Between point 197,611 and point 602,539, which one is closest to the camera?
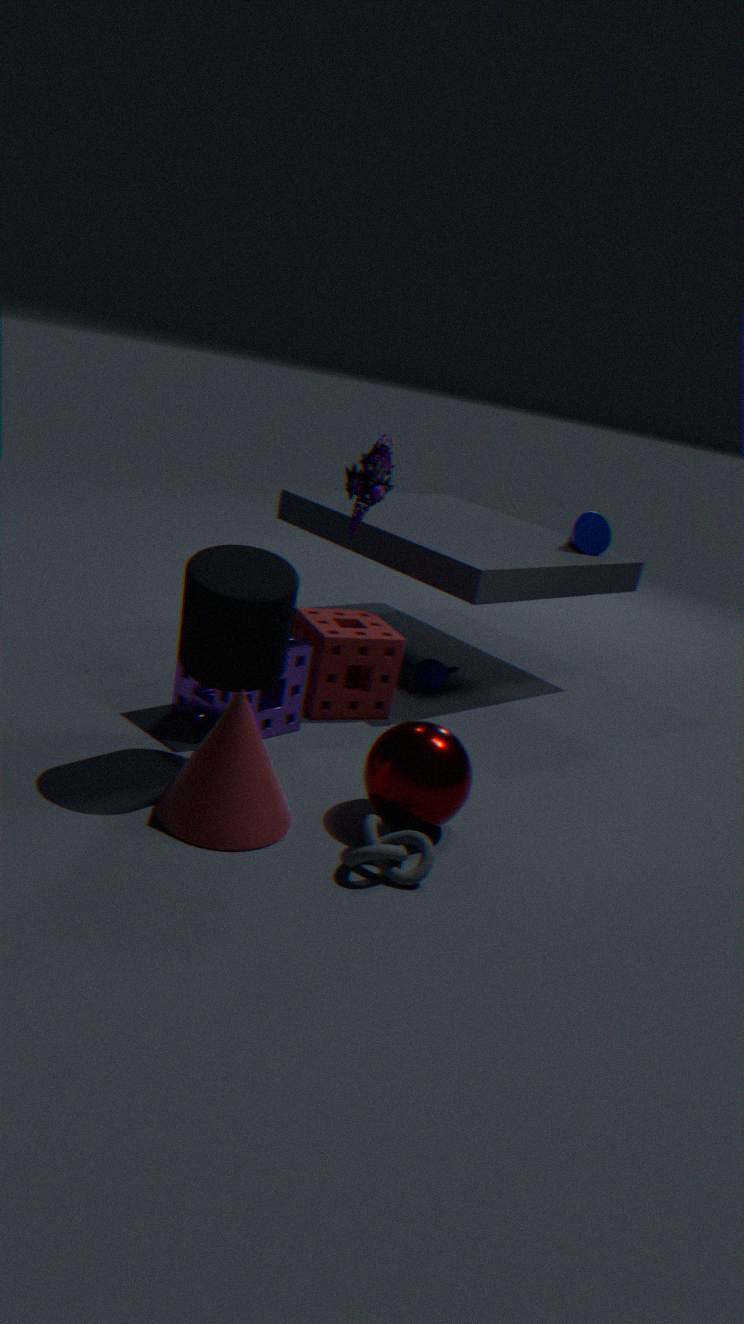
point 197,611
